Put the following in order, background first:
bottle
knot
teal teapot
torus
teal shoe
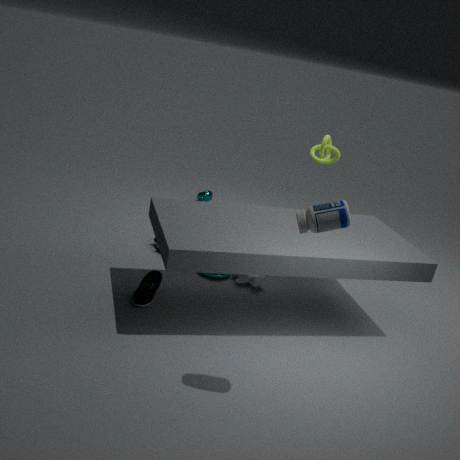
teal teapot < knot < torus < teal shoe < bottle
